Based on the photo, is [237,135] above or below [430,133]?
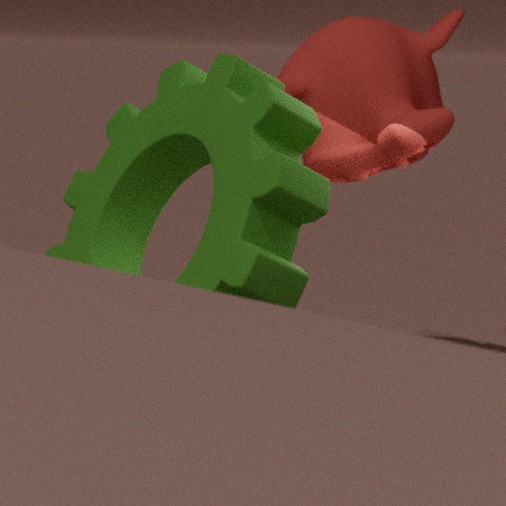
below
